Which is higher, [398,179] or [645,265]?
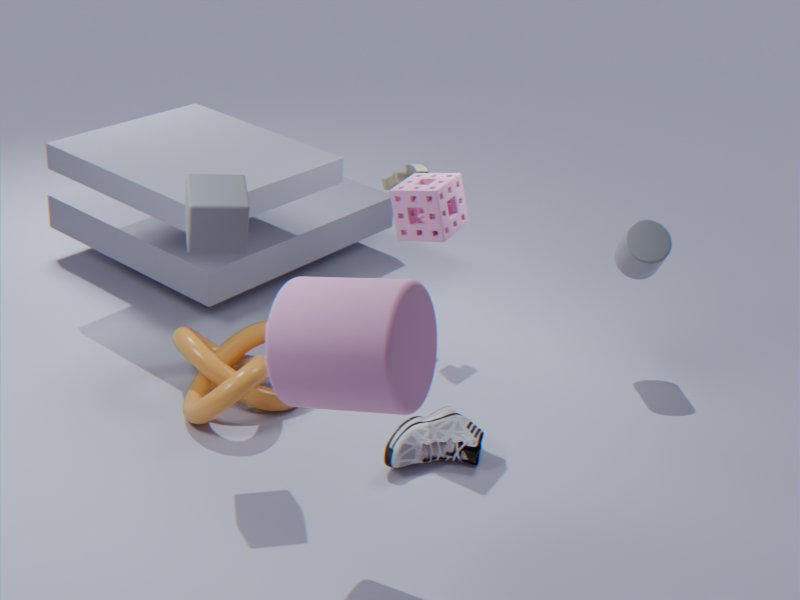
[398,179]
